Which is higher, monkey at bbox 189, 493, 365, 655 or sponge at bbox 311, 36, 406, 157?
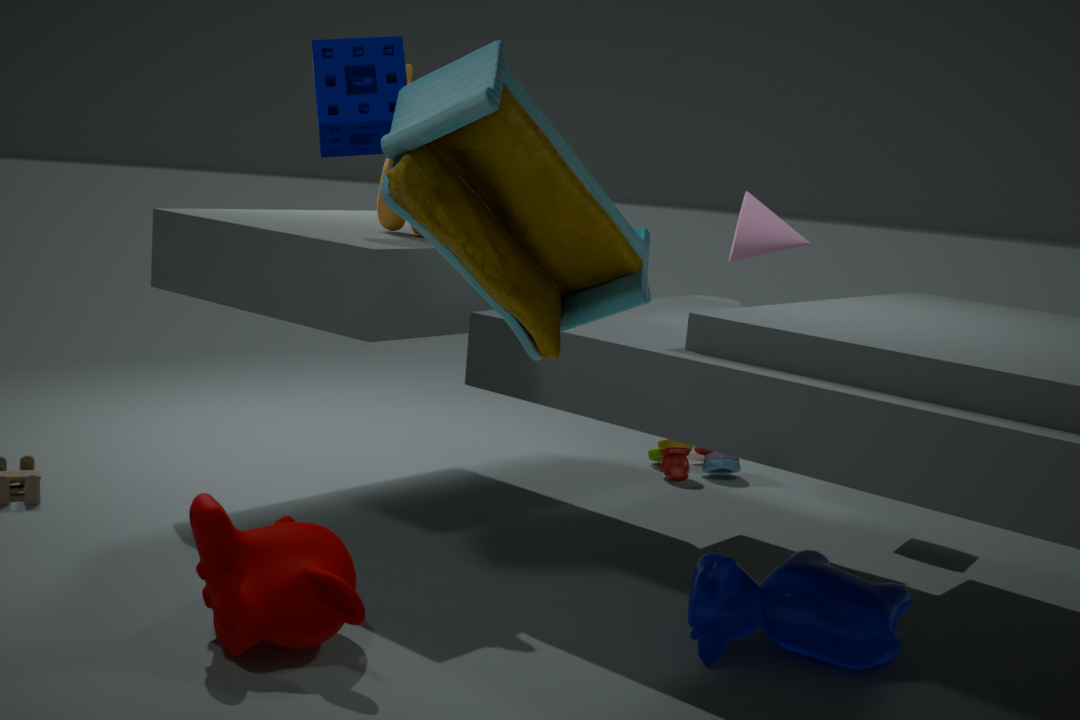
sponge at bbox 311, 36, 406, 157
